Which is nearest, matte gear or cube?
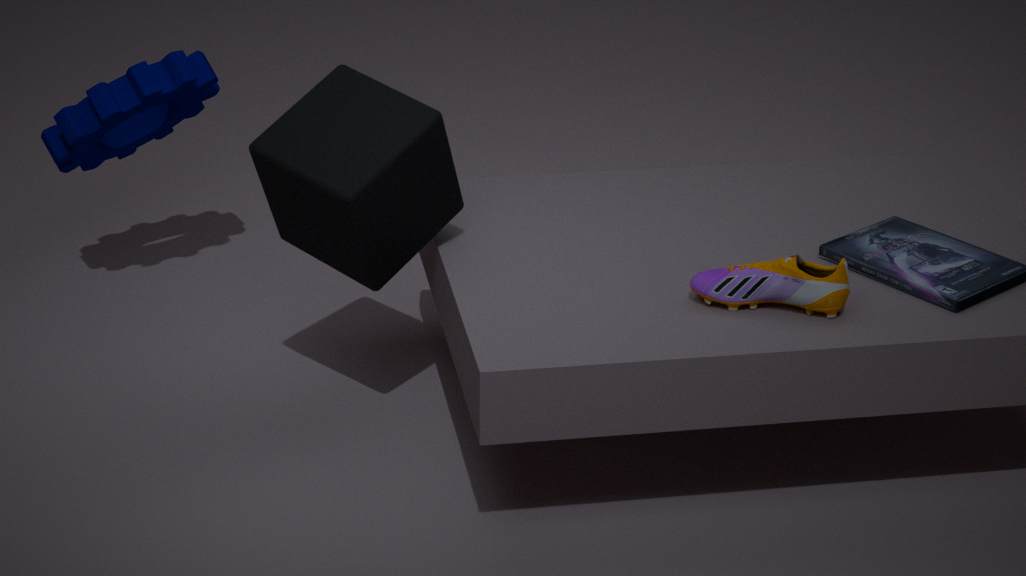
cube
